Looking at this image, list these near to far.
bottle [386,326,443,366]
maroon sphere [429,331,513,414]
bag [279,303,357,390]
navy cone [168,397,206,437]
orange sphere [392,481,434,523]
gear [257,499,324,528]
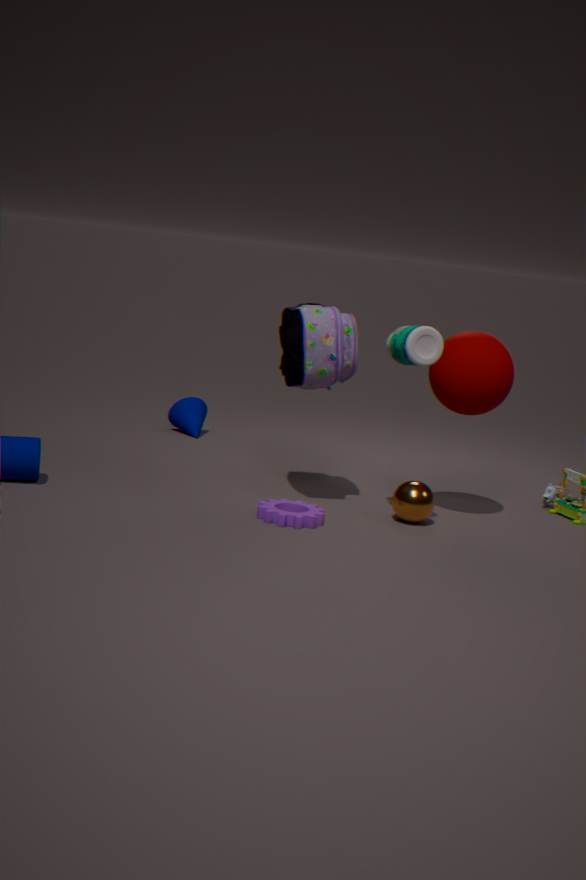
1. bottle [386,326,443,366]
2. gear [257,499,324,528]
3. bag [279,303,357,390]
4. maroon sphere [429,331,513,414]
5. orange sphere [392,481,434,523]
6. navy cone [168,397,206,437]
